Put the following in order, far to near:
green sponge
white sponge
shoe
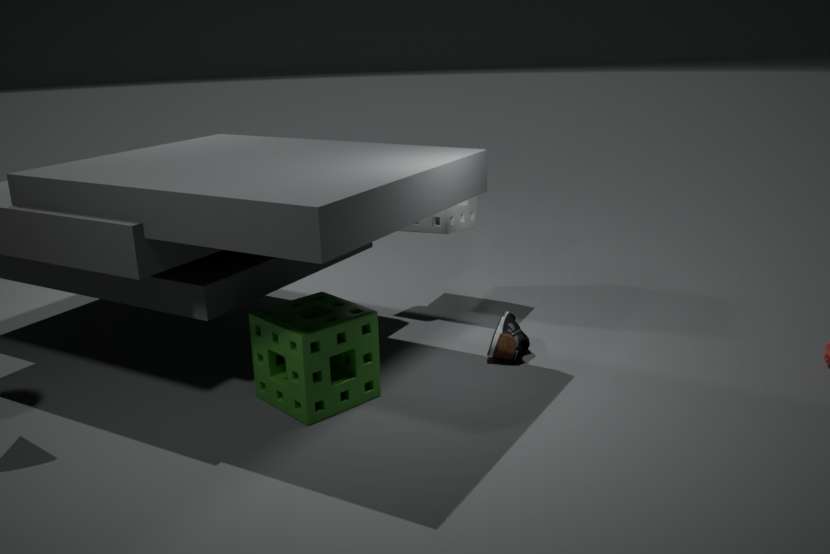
white sponge, shoe, green sponge
